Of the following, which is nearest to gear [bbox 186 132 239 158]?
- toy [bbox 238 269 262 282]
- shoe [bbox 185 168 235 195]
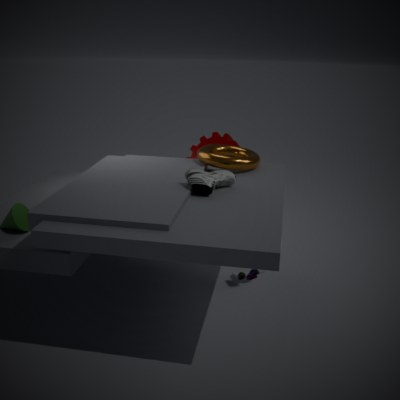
shoe [bbox 185 168 235 195]
